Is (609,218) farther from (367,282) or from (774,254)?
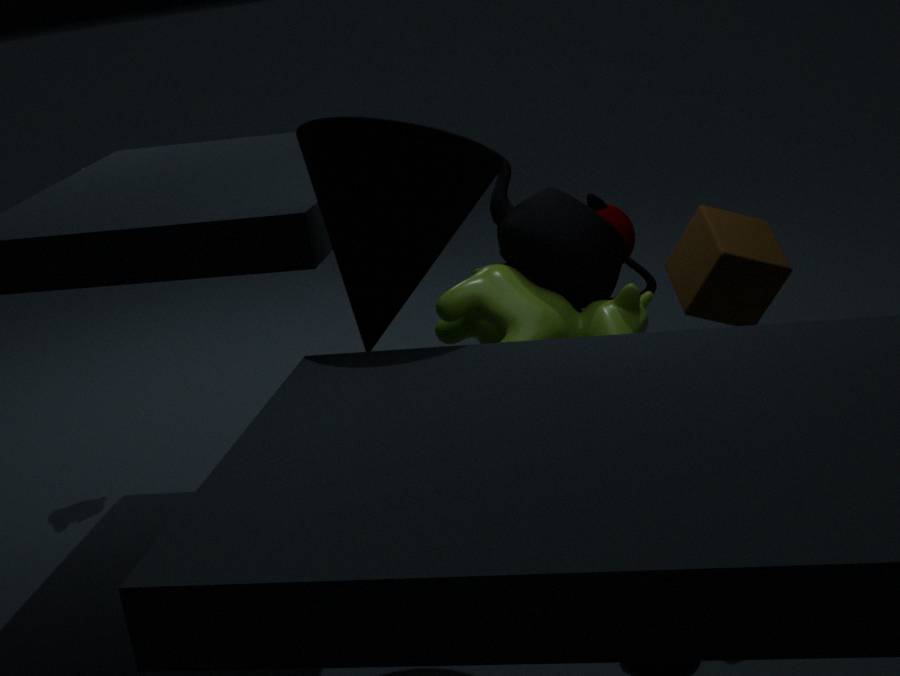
(367,282)
